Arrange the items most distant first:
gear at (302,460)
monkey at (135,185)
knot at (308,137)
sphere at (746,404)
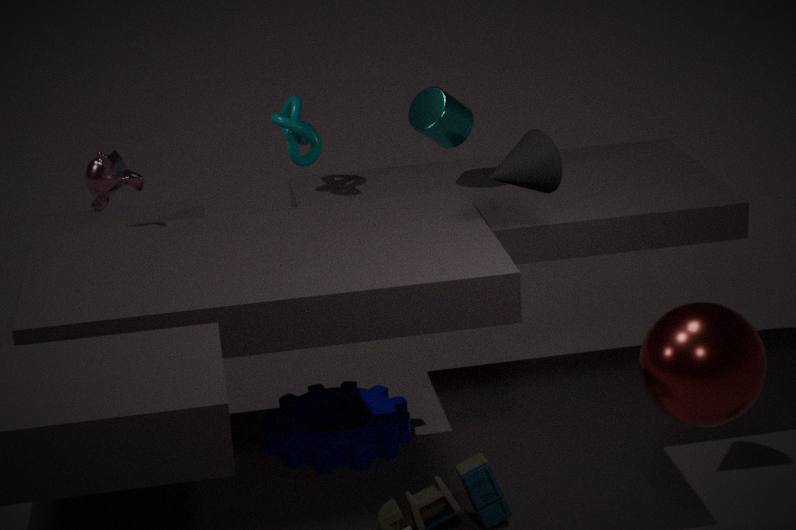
knot at (308,137) < gear at (302,460) < monkey at (135,185) < sphere at (746,404)
